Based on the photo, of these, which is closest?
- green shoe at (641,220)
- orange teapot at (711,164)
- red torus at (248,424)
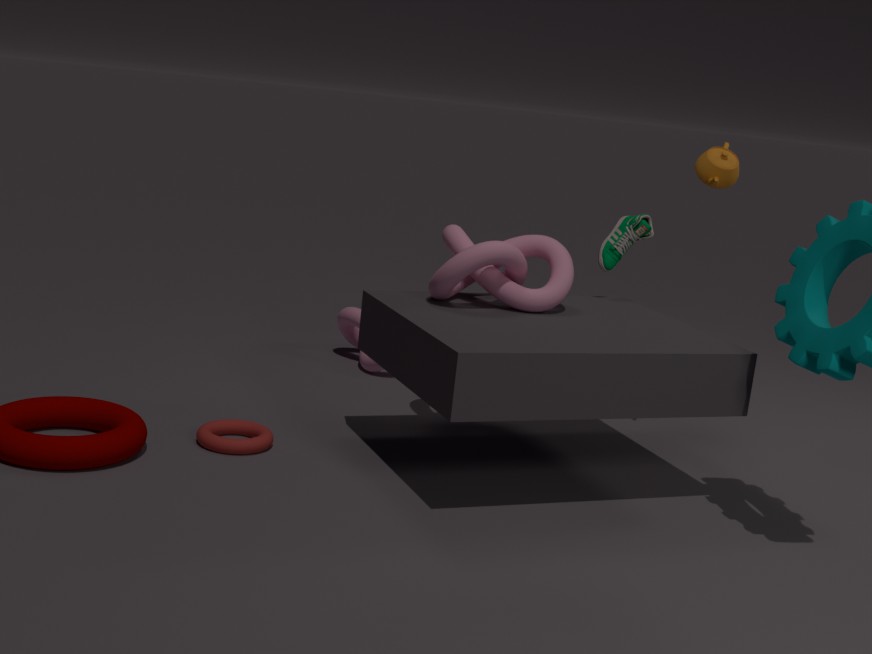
red torus at (248,424)
